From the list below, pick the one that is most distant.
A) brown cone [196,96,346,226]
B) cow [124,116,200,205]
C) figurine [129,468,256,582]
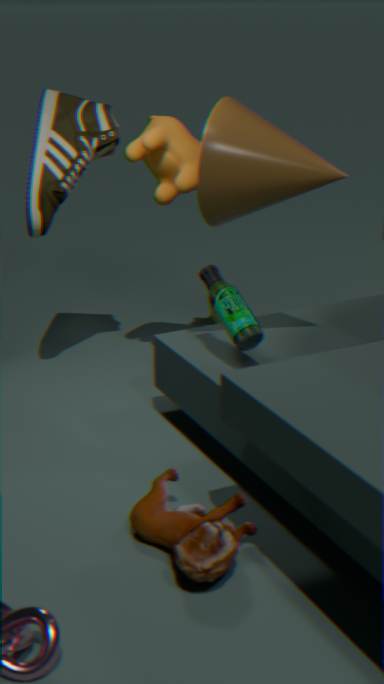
cow [124,116,200,205]
